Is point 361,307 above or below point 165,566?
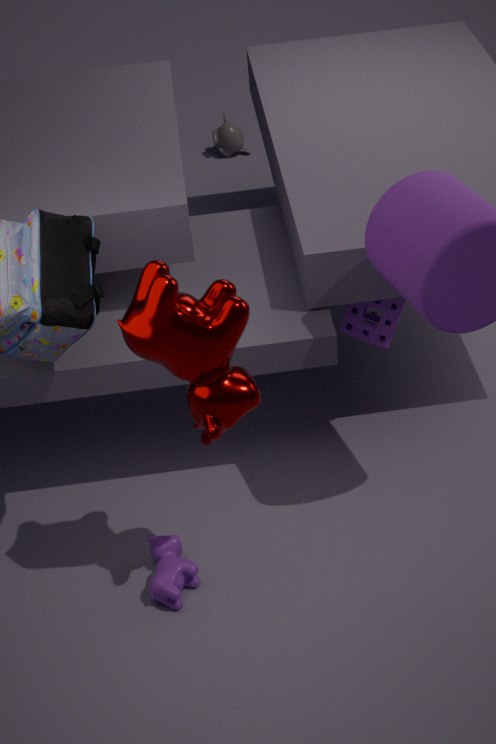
above
